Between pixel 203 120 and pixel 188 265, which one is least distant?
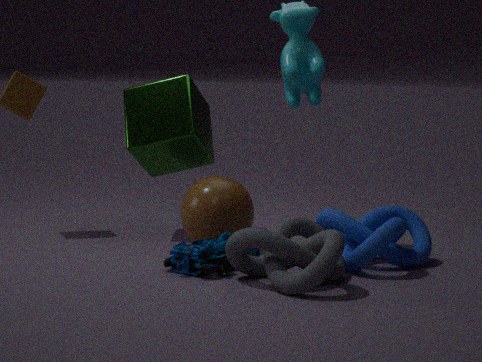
pixel 188 265
